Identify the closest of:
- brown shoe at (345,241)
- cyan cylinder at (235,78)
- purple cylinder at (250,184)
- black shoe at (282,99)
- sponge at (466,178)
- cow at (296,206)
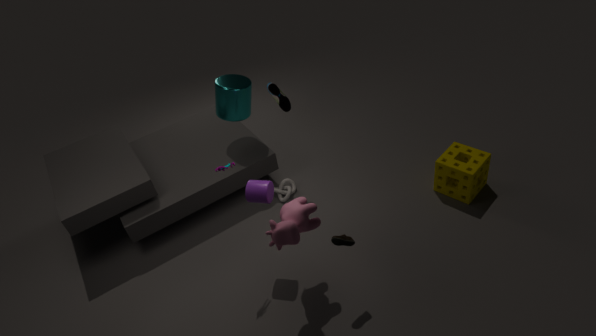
cow at (296,206)
